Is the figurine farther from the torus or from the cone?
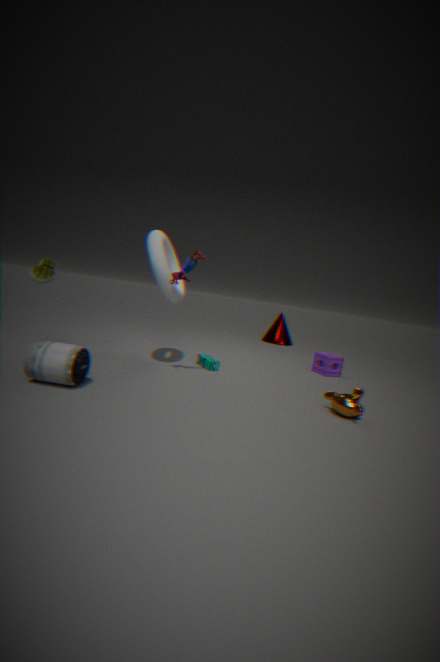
the cone
